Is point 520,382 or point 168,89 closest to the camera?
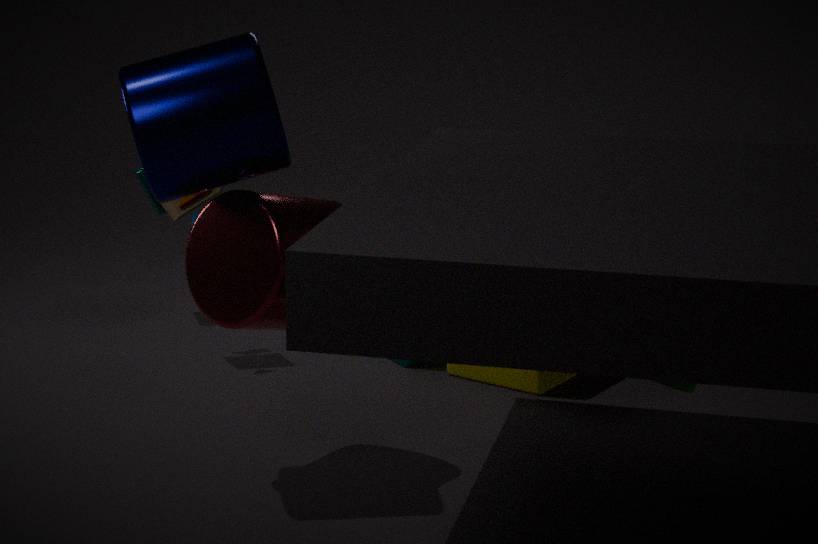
point 168,89
